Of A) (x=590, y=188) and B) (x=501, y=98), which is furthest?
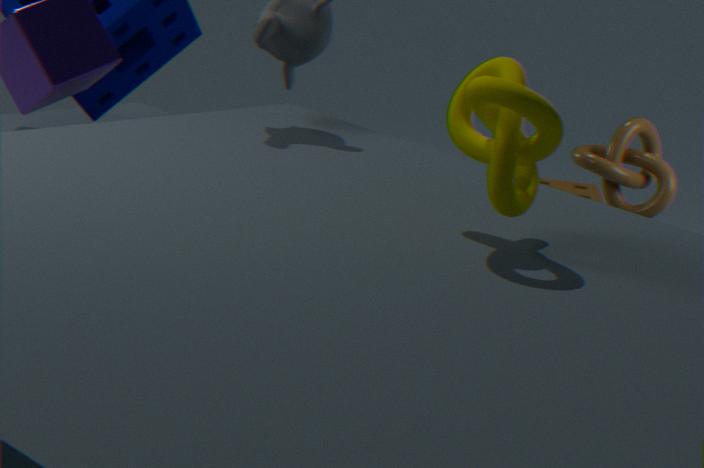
A. (x=590, y=188)
